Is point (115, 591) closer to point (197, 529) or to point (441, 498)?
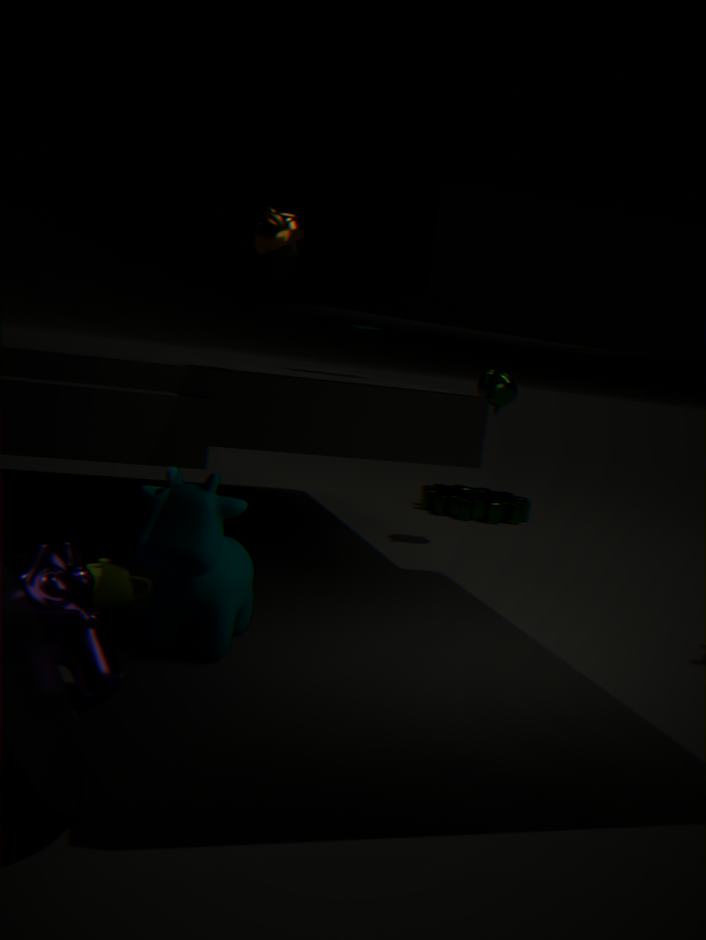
point (197, 529)
